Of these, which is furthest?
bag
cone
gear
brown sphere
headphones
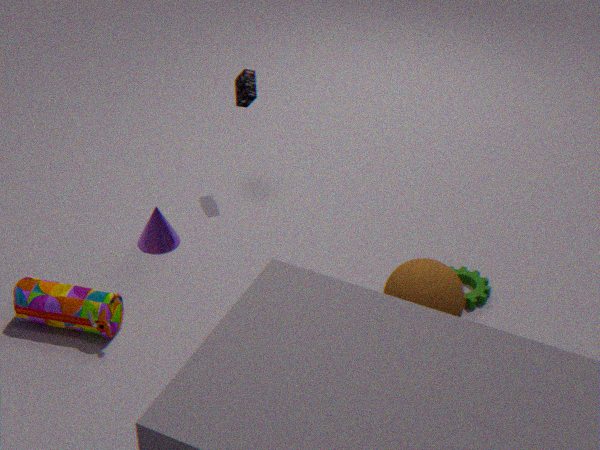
headphones
